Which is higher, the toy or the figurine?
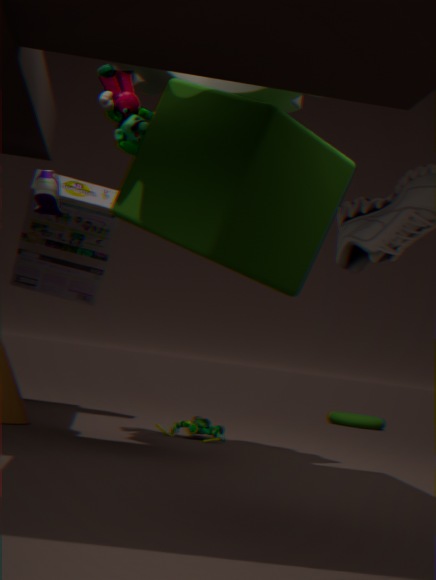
the toy
